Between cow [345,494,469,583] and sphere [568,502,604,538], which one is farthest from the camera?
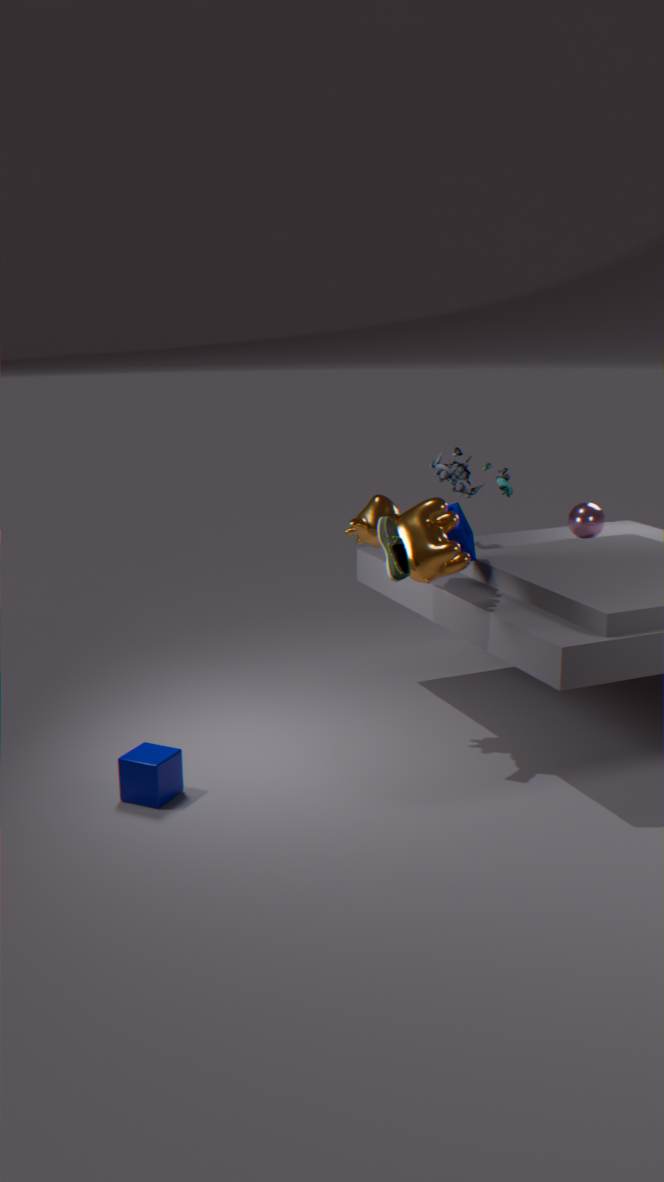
sphere [568,502,604,538]
